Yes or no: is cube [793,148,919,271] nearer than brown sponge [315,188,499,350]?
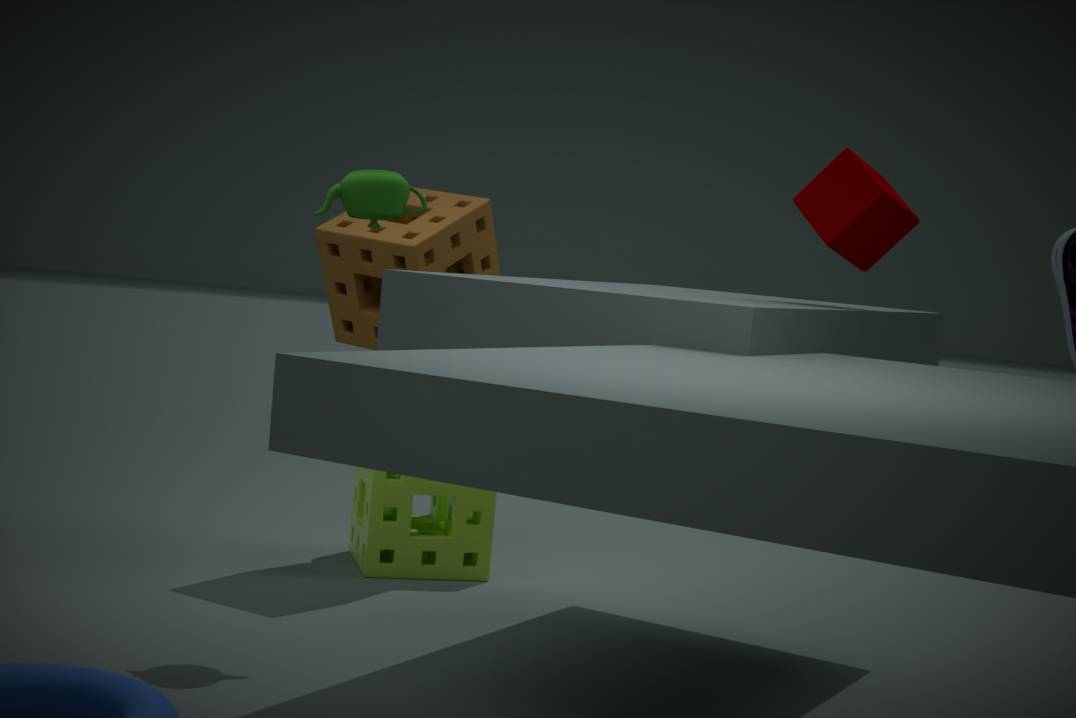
Yes
